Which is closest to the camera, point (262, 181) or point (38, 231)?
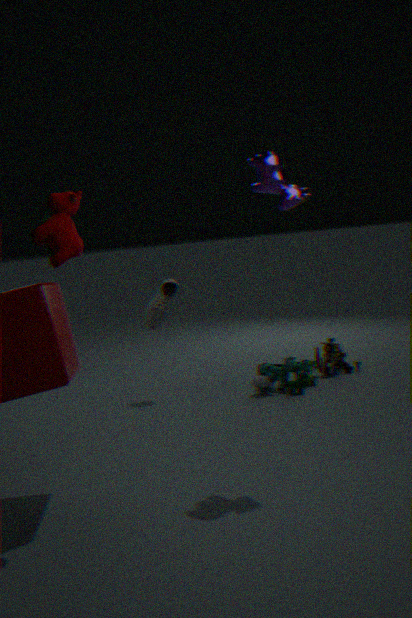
point (38, 231)
